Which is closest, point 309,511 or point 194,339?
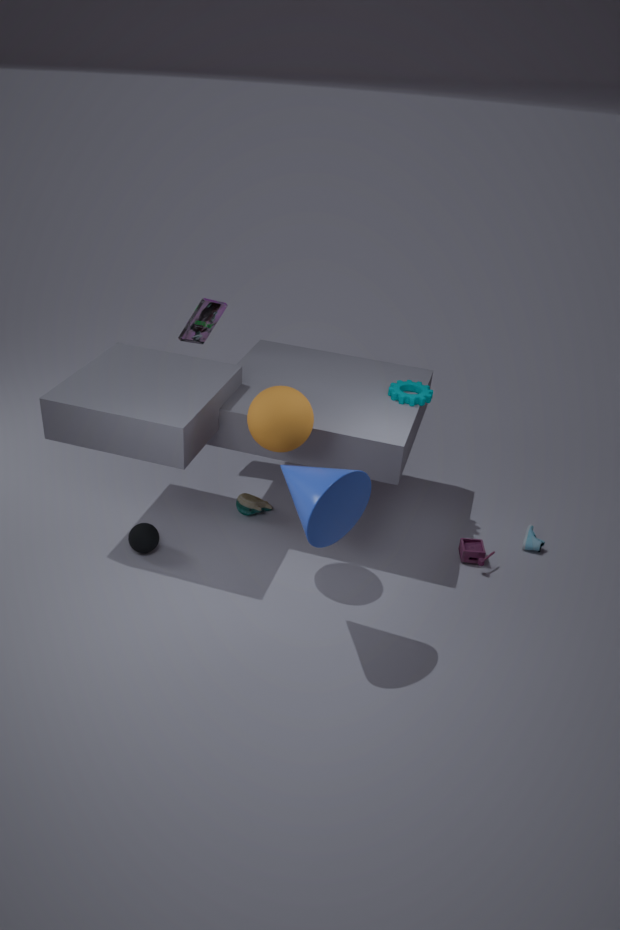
point 309,511
